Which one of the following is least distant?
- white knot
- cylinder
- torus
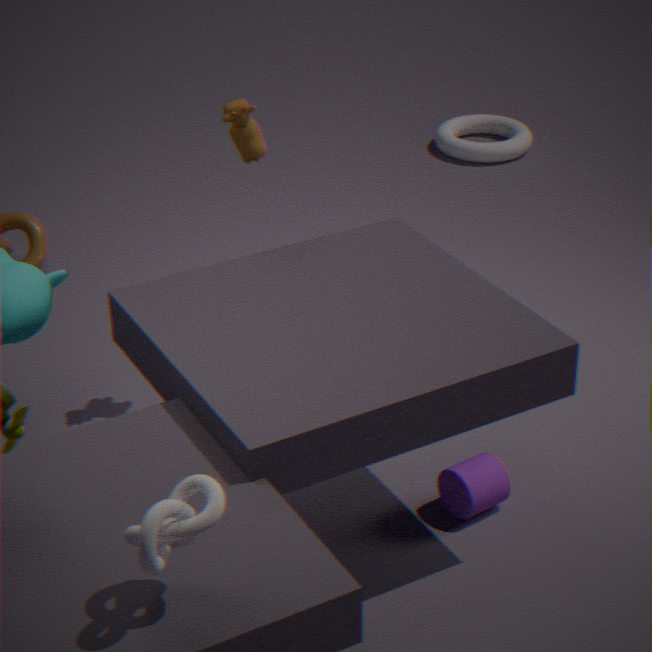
white knot
